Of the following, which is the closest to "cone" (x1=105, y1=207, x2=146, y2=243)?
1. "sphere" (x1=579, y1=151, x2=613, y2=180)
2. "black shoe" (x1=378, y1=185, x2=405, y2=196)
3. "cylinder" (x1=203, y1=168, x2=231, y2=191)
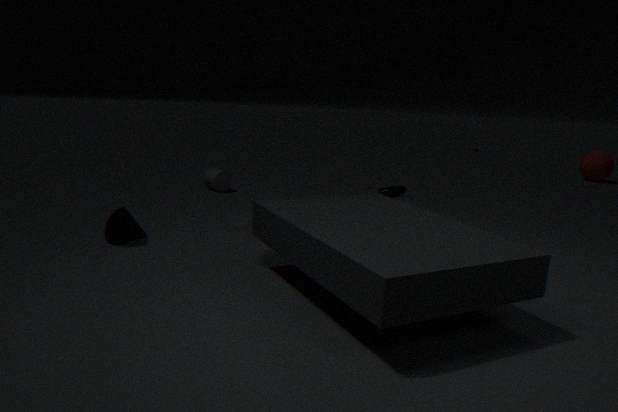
"cylinder" (x1=203, y1=168, x2=231, y2=191)
